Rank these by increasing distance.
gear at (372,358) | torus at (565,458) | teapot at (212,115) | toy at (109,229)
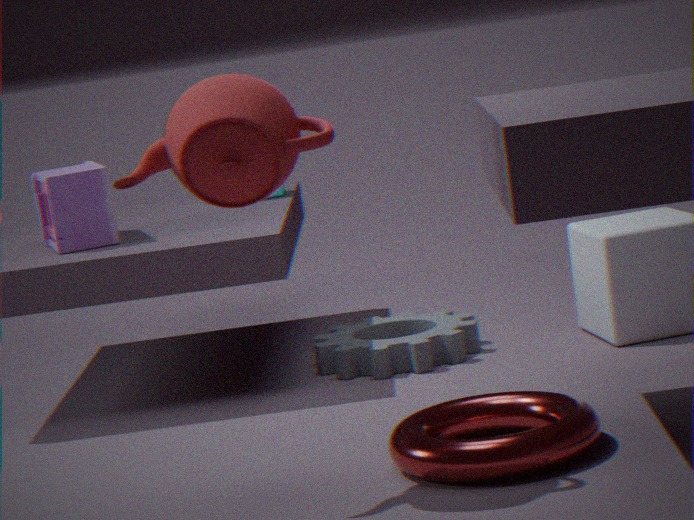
teapot at (212,115), torus at (565,458), toy at (109,229), gear at (372,358)
